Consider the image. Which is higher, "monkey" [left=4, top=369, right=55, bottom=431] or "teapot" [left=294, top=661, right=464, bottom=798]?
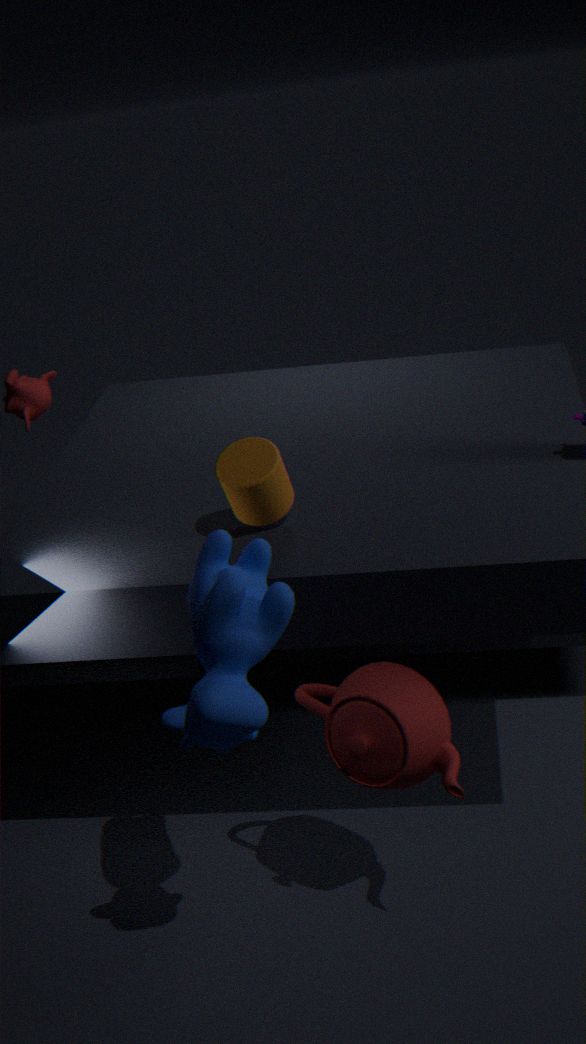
"monkey" [left=4, top=369, right=55, bottom=431]
